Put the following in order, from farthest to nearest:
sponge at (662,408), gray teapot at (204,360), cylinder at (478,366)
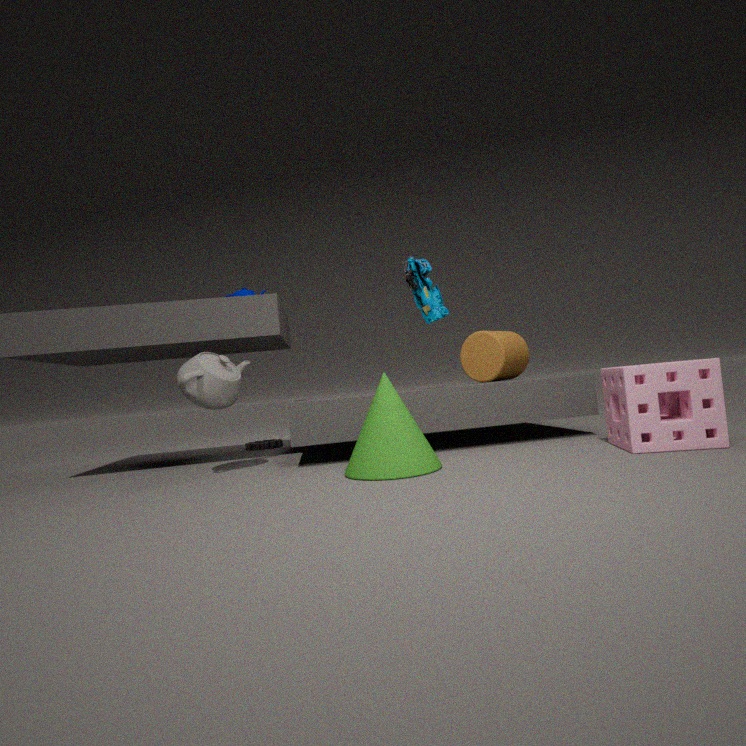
cylinder at (478,366), gray teapot at (204,360), sponge at (662,408)
